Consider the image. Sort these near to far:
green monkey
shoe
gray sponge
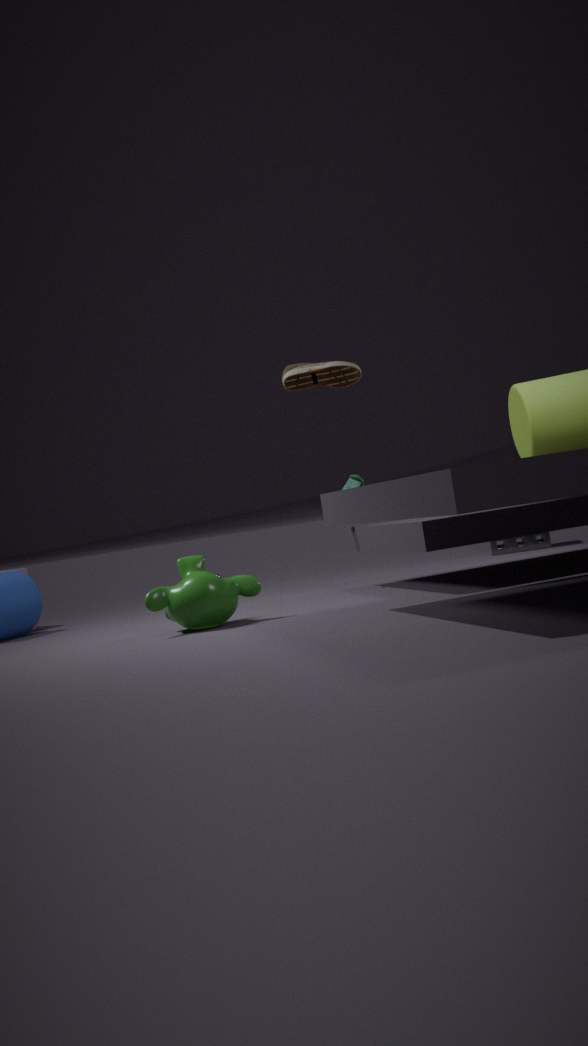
1. green monkey
2. shoe
3. gray sponge
